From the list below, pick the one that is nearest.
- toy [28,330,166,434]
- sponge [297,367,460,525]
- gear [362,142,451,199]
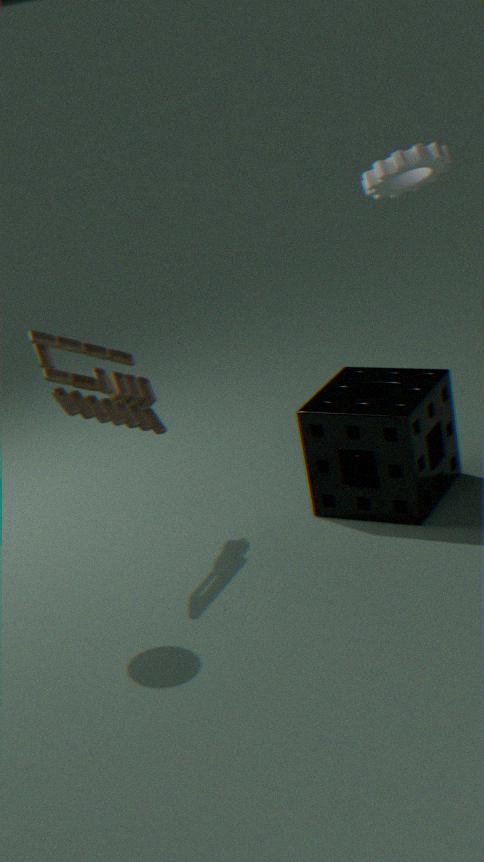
toy [28,330,166,434]
